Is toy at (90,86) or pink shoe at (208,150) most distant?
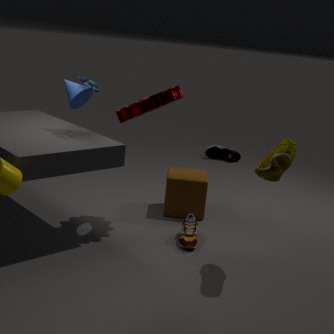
pink shoe at (208,150)
